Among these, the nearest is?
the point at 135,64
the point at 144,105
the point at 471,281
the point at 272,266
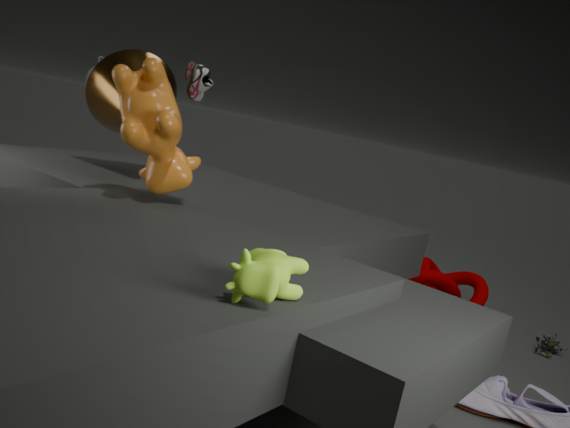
the point at 272,266
